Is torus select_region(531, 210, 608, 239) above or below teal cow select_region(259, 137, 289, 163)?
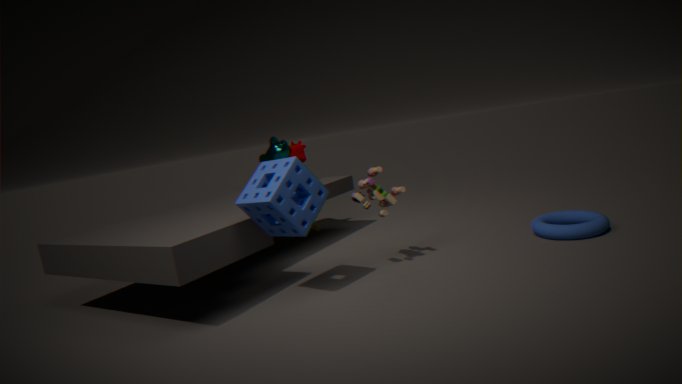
below
